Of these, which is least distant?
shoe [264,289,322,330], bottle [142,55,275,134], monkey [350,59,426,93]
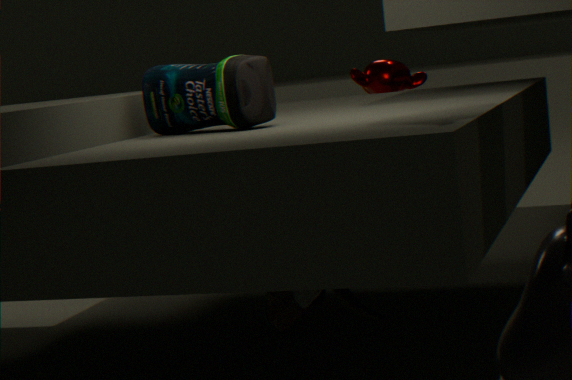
bottle [142,55,275,134]
